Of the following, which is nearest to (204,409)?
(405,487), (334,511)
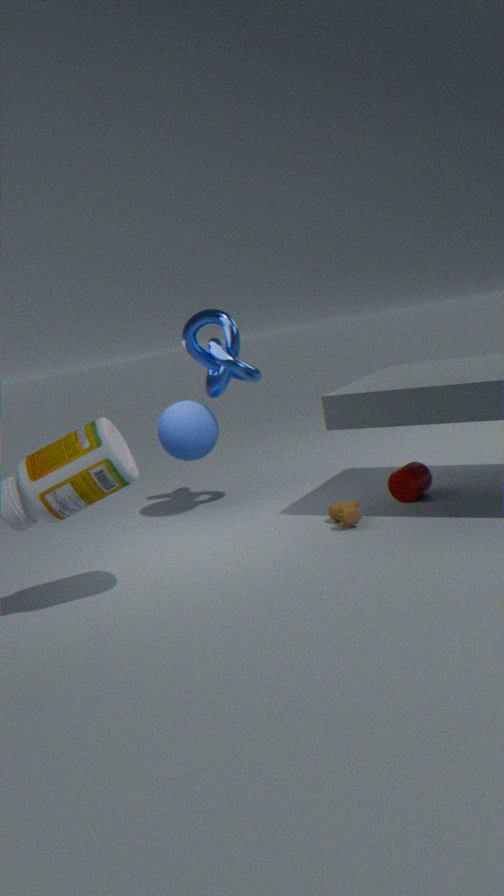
(334,511)
